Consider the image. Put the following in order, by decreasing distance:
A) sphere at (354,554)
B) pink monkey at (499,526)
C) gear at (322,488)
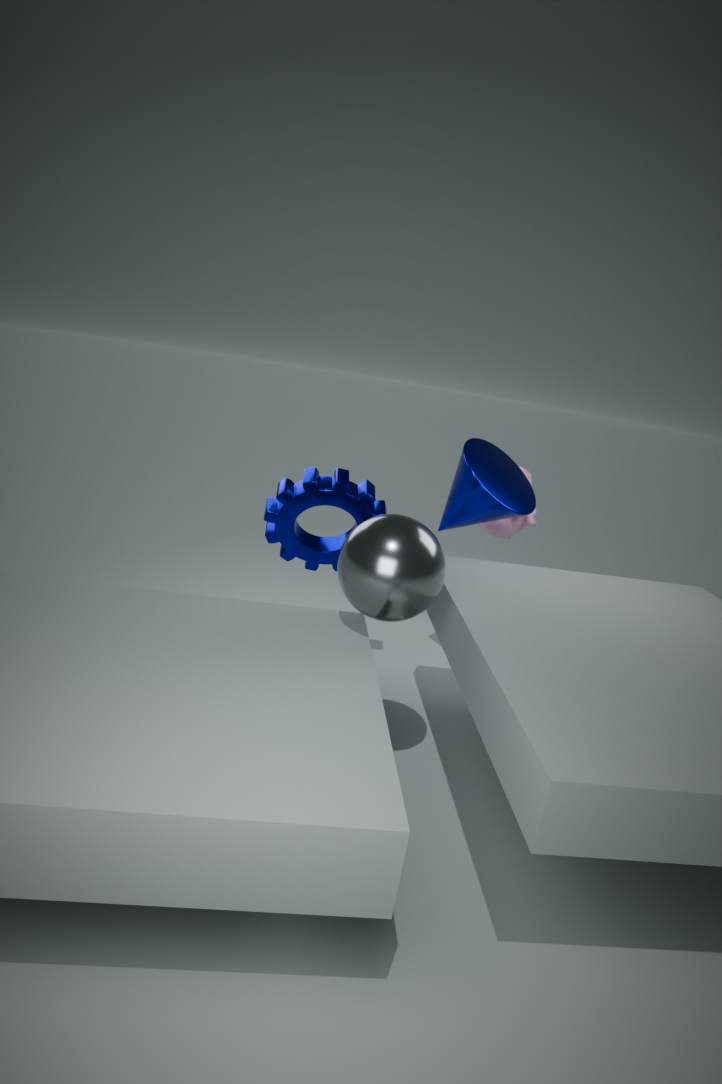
pink monkey at (499,526) < gear at (322,488) < sphere at (354,554)
